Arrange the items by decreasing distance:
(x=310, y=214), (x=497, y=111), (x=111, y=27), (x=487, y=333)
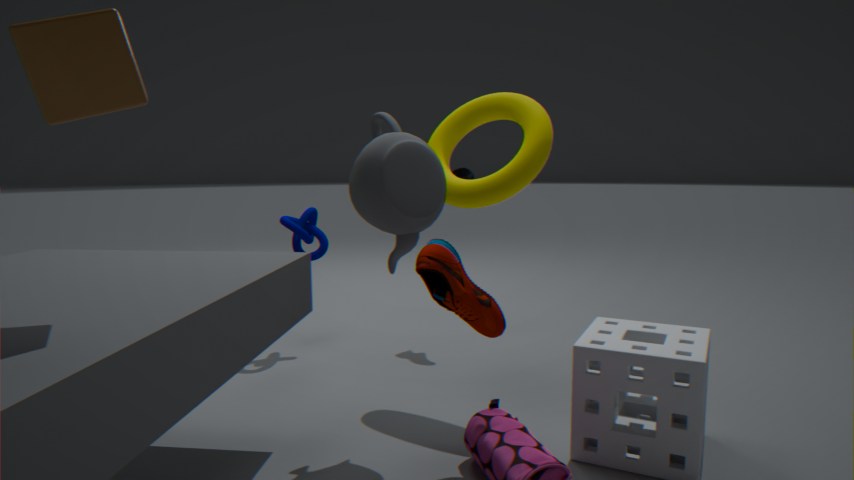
(x=310, y=214) → (x=497, y=111) → (x=487, y=333) → (x=111, y=27)
